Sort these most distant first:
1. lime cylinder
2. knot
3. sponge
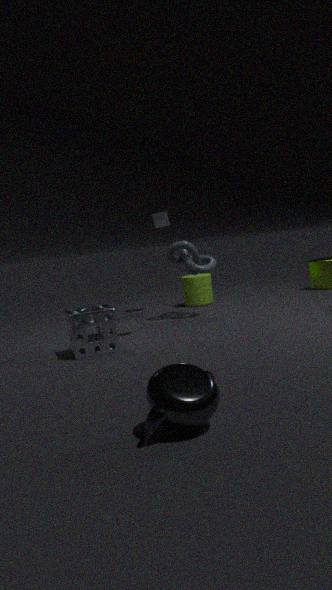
lime cylinder → knot → sponge
